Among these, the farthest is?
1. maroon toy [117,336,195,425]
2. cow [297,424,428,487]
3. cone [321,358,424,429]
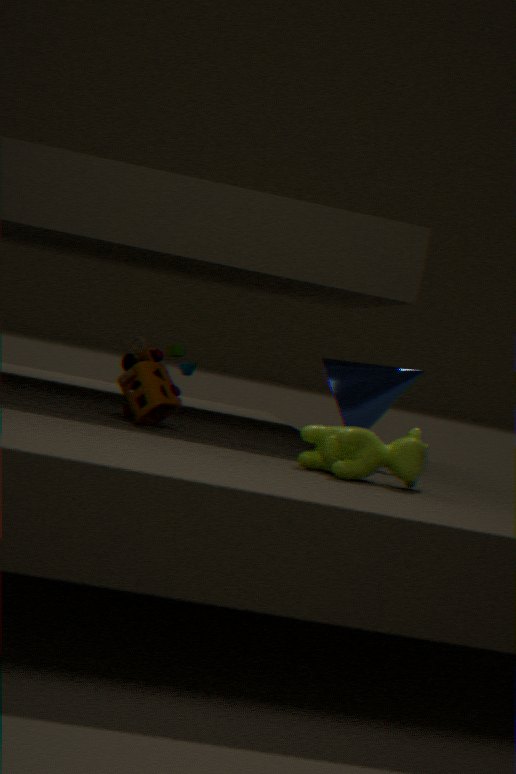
cone [321,358,424,429]
